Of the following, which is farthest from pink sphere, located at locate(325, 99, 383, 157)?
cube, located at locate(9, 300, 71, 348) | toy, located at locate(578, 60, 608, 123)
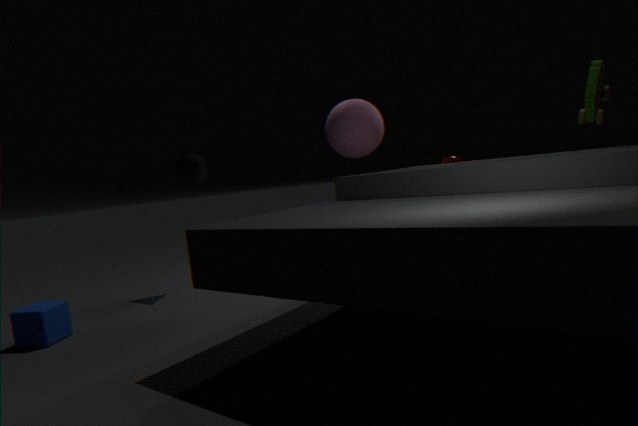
cube, located at locate(9, 300, 71, 348)
